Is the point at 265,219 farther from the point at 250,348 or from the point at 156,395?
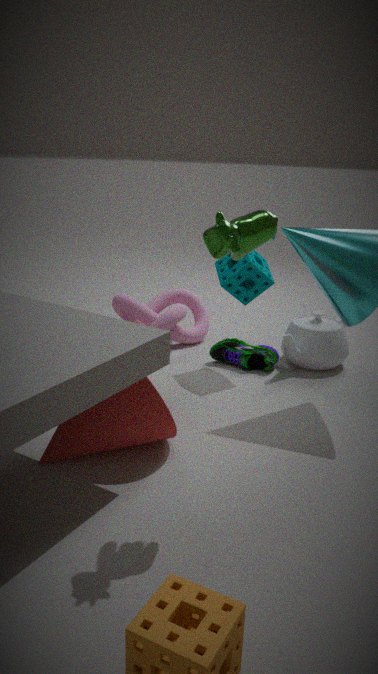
the point at 250,348
